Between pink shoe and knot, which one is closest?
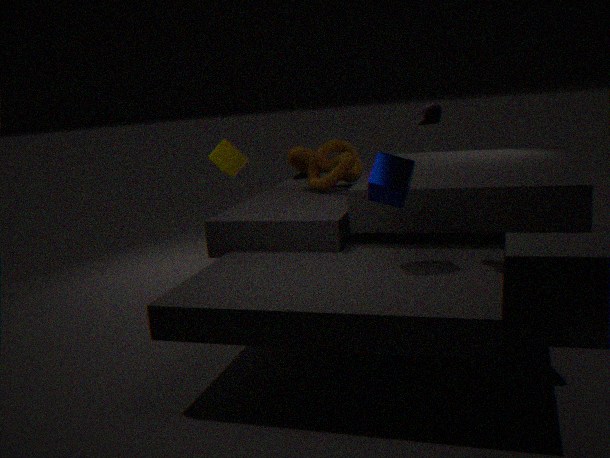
pink shoe
